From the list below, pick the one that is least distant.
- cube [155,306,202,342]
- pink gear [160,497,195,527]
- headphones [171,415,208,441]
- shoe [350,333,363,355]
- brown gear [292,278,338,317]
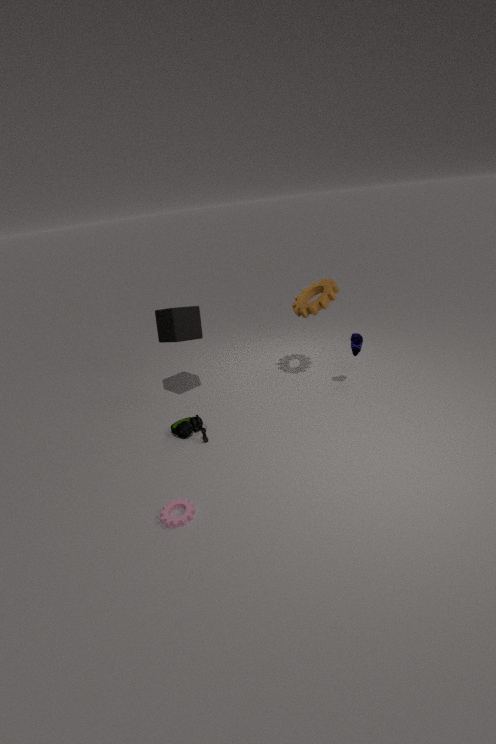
pink gear [160,497,195,527]
